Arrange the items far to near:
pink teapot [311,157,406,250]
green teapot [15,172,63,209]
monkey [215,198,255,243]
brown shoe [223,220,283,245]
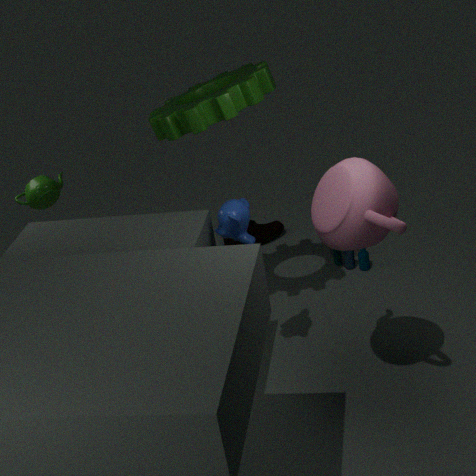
brown shoe [223,220,283,245]
green teapot [15,172,63,209]
monkey [215,198,255,243]
pink teapot [311,157,406,250]
